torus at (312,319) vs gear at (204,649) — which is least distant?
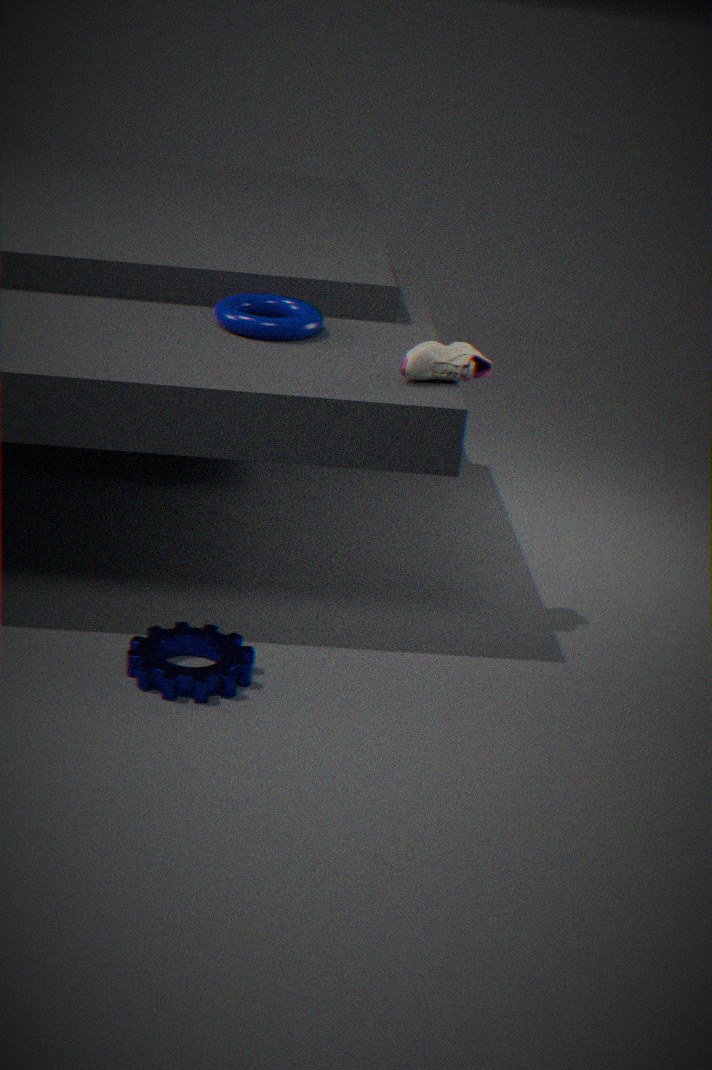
gear at (204,649)
